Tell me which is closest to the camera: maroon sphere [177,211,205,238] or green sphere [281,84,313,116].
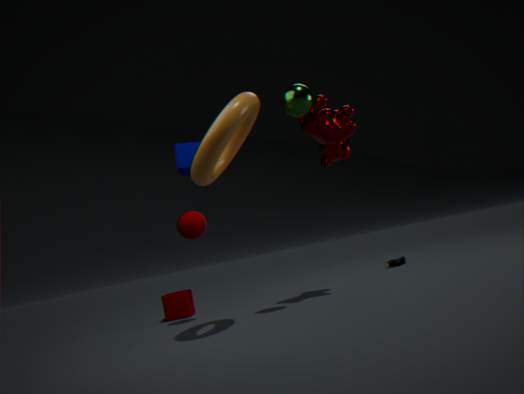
green sphere [281,84,313,116]
